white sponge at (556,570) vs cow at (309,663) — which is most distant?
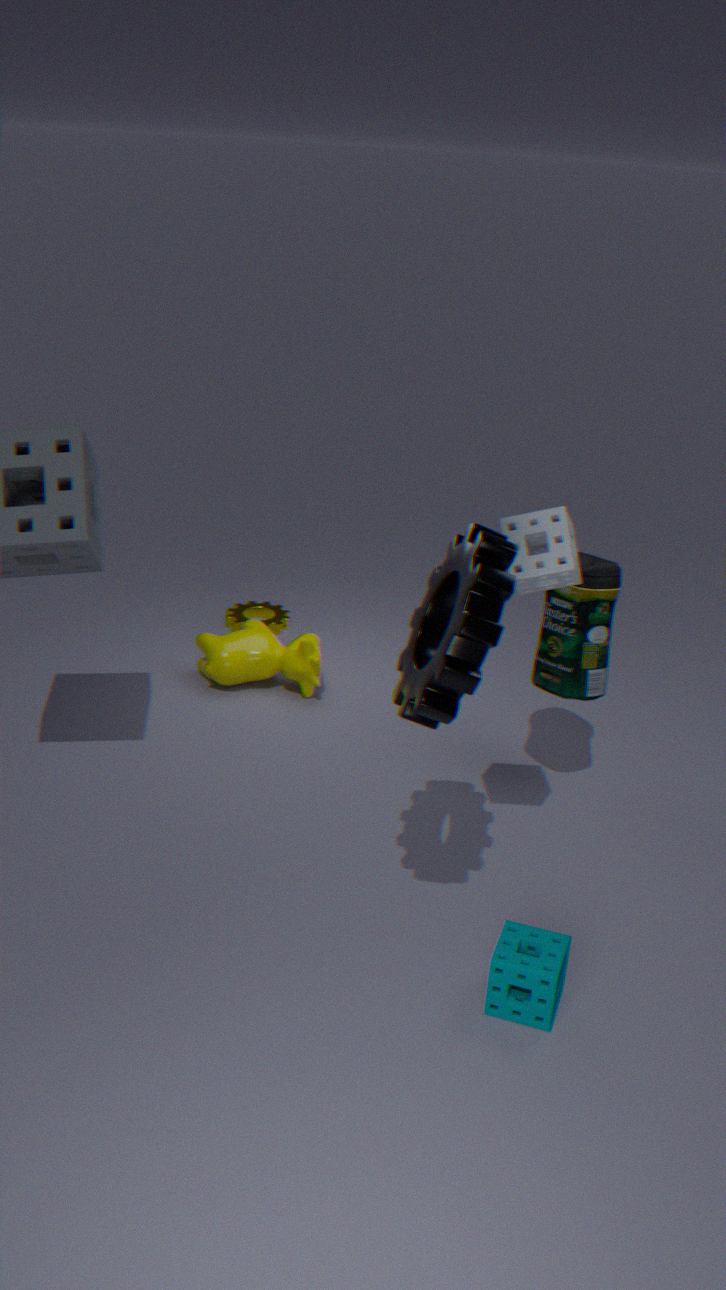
cow at (309,663)
